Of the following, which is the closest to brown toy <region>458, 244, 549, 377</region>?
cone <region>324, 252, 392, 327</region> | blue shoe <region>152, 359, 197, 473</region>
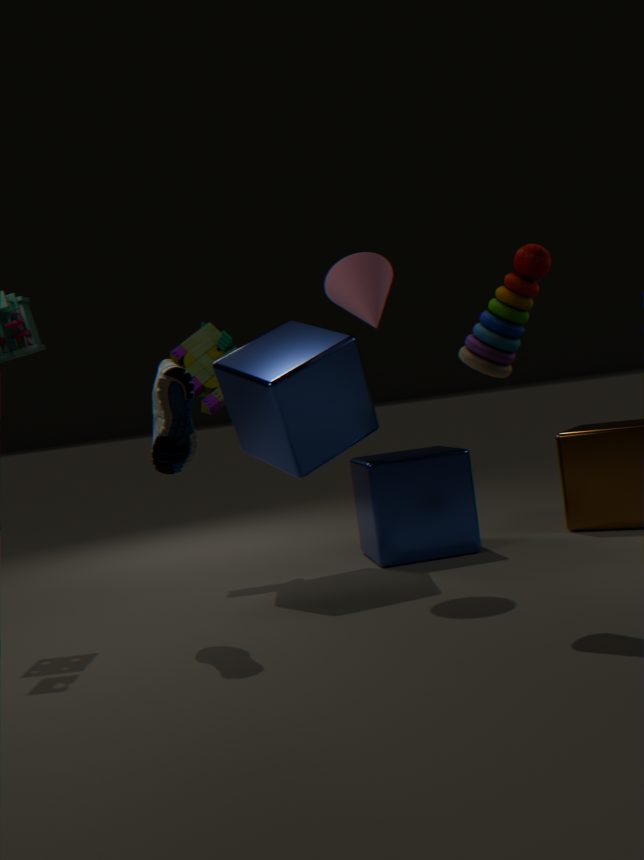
cone <region>324, 252, 392, 327</region>
